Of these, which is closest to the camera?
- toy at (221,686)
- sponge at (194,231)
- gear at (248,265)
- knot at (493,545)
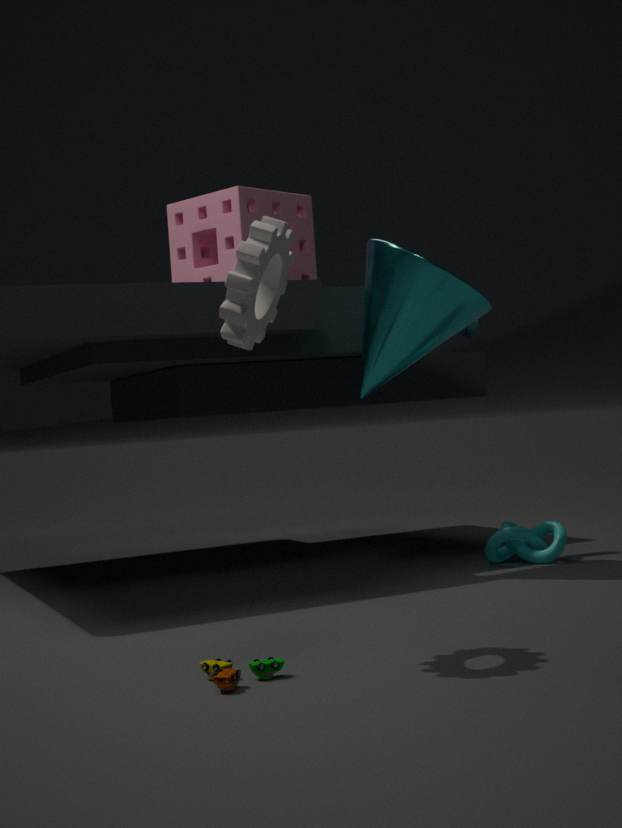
gear at (248,265)
